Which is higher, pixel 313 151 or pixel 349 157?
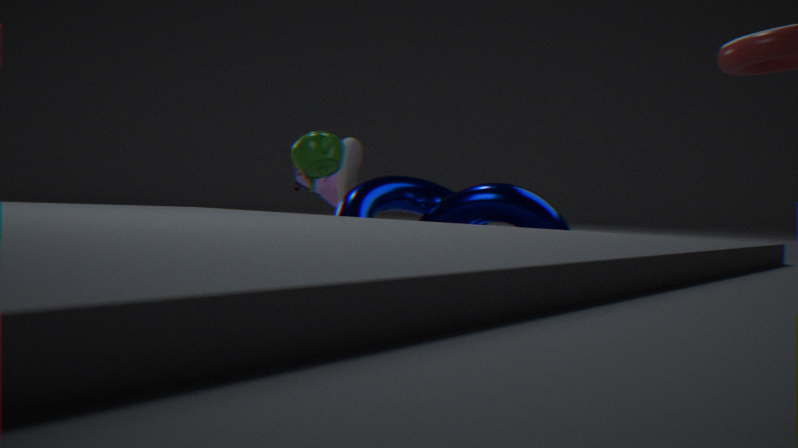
pixel 313 151
